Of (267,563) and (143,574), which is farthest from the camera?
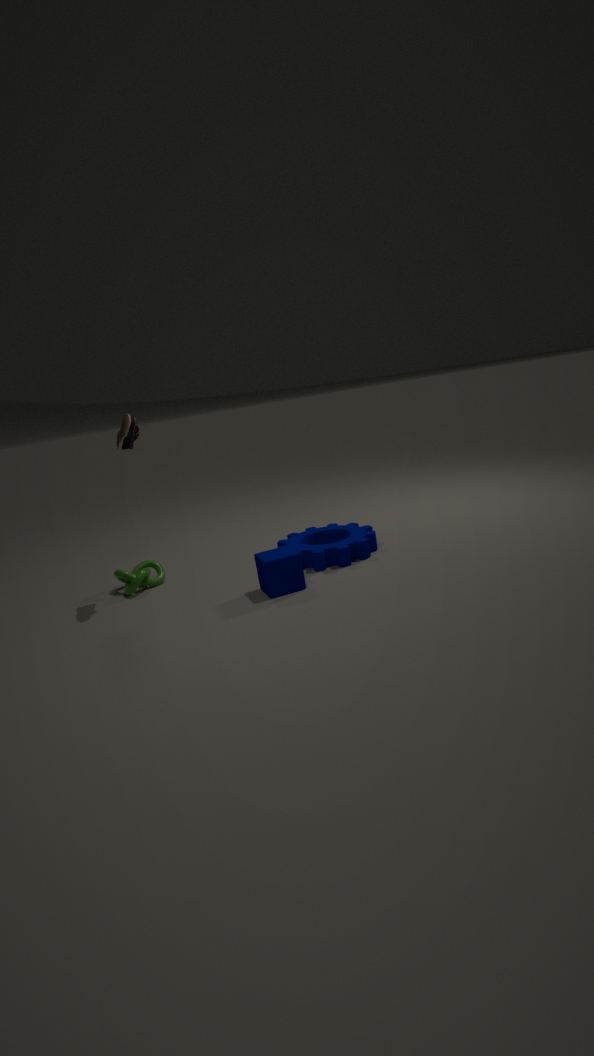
(143,574)
